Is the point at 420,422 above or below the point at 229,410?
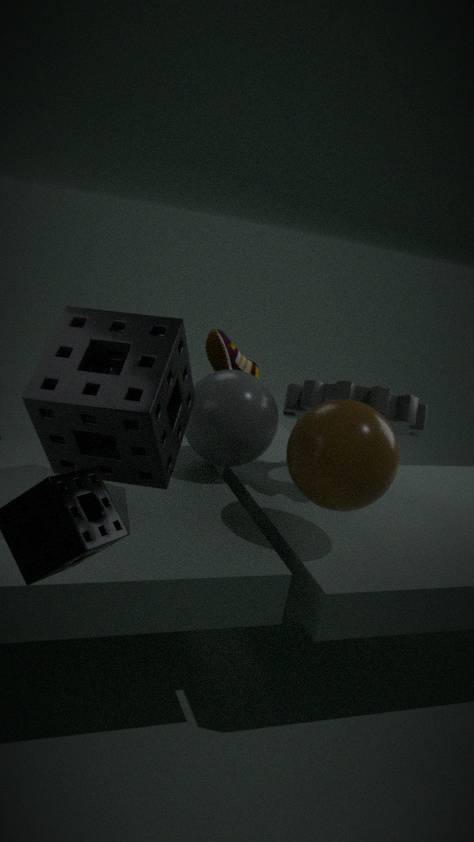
above
